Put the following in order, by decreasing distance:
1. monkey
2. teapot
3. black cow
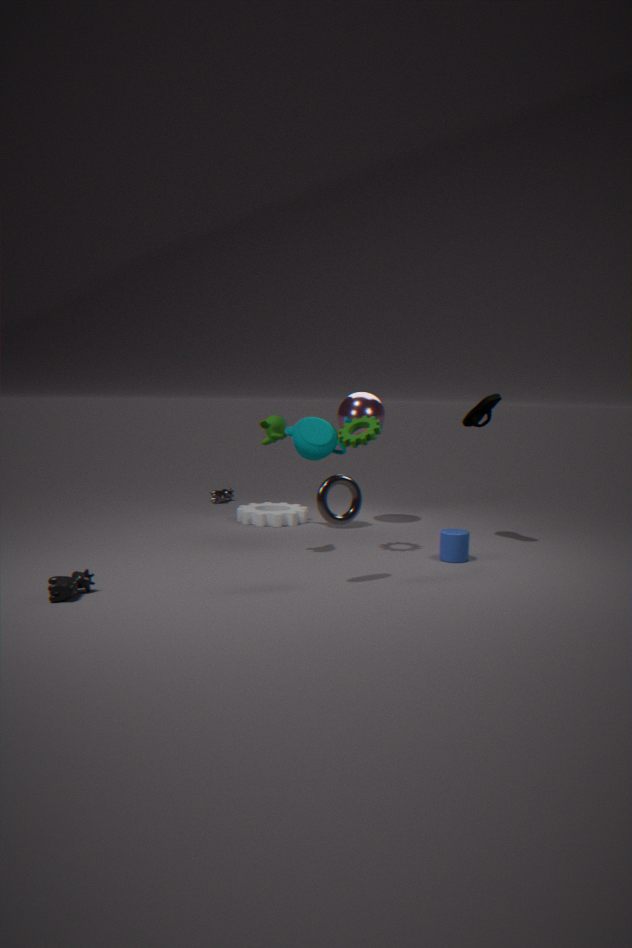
teapot
monkey
black cow
